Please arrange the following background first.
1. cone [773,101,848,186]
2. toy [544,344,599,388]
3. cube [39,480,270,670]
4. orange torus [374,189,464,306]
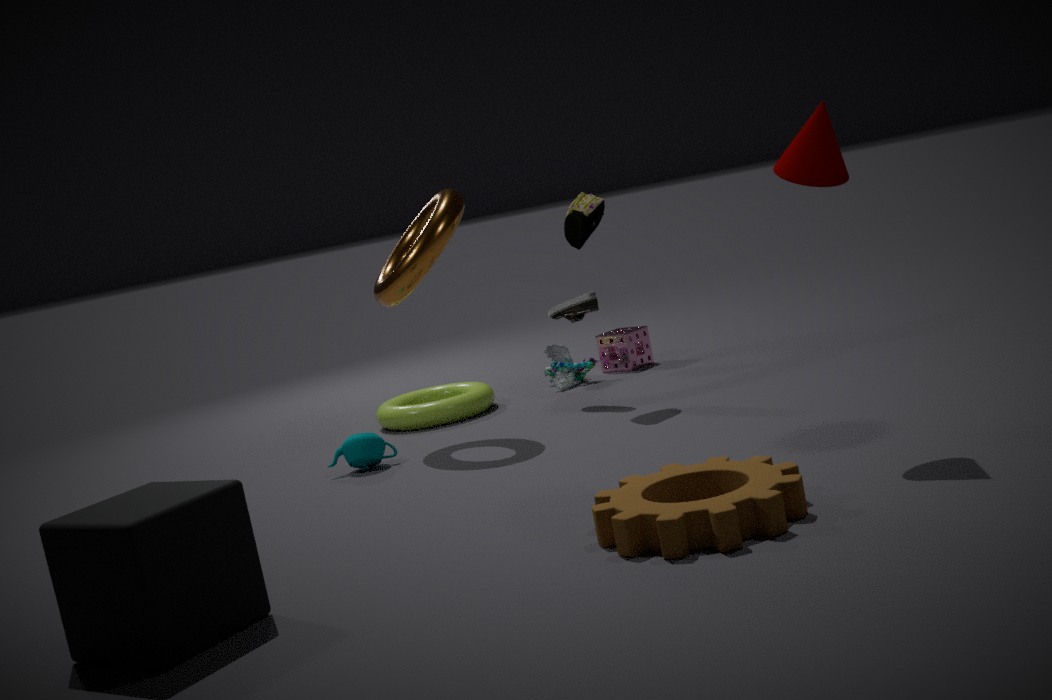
toy [544,344,599,388], orange torus [374,189,464,306], cone [773,101,848,186], cube [39,480,270,670]
